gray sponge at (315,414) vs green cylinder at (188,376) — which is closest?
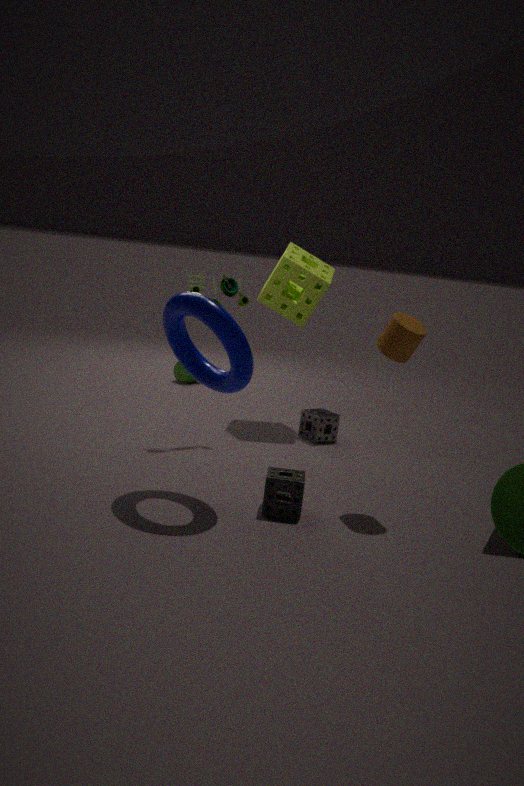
gray sponge at (315,414)
